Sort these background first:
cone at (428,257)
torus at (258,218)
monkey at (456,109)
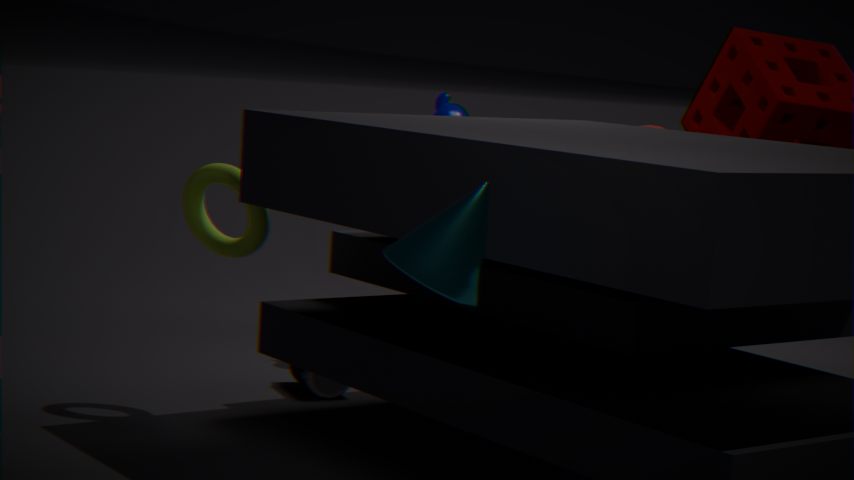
monkey at (456,109), torus at (258,218), cone at (428,257)
